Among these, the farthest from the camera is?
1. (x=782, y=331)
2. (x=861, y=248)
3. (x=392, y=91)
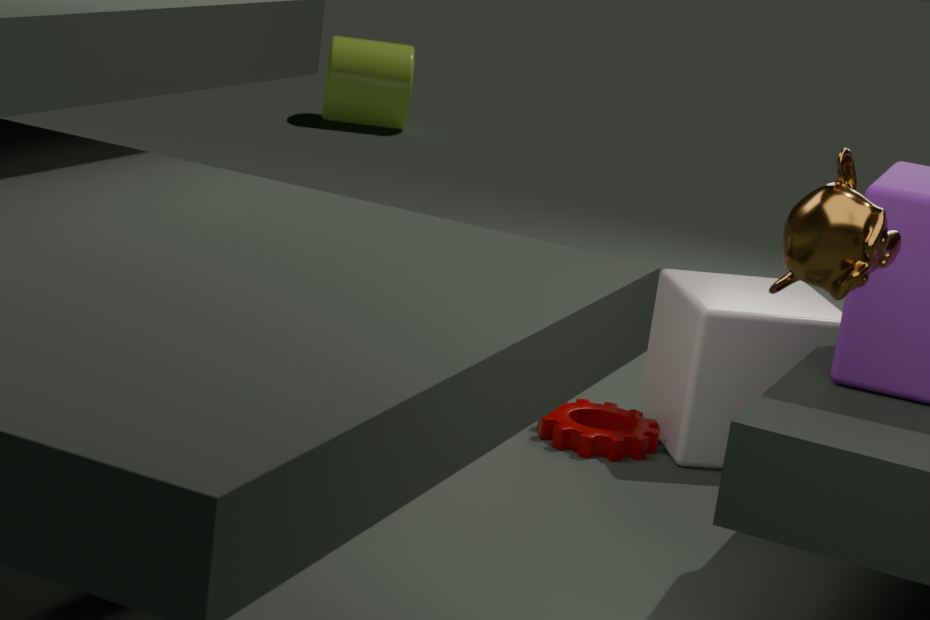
(x=392, y=91)
